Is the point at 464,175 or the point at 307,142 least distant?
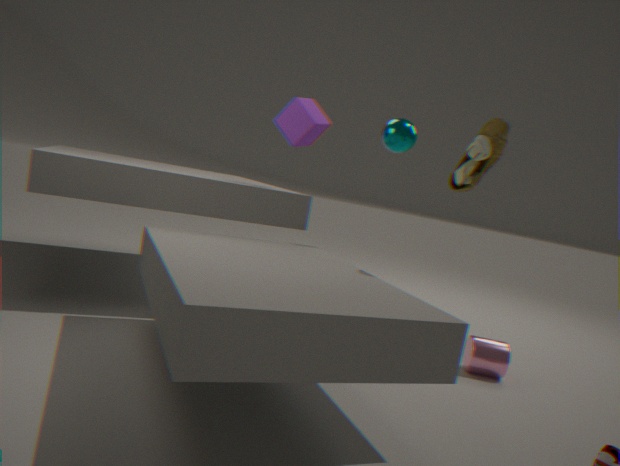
the point at 464,175
